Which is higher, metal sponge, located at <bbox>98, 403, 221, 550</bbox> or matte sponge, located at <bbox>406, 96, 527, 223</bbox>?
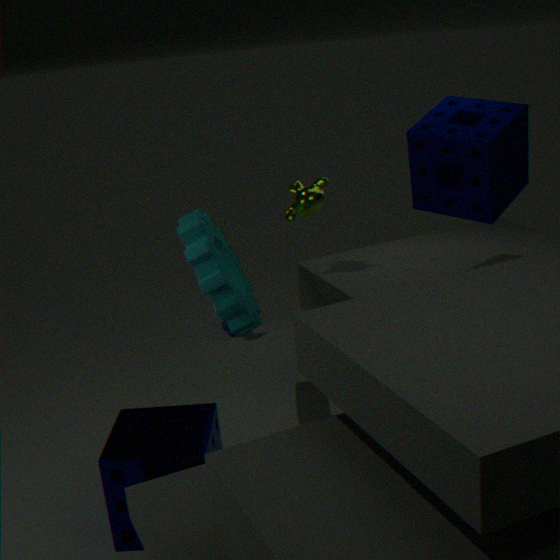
matte sponge, located at <bbox>406, 96, 527, 223</bbox>
